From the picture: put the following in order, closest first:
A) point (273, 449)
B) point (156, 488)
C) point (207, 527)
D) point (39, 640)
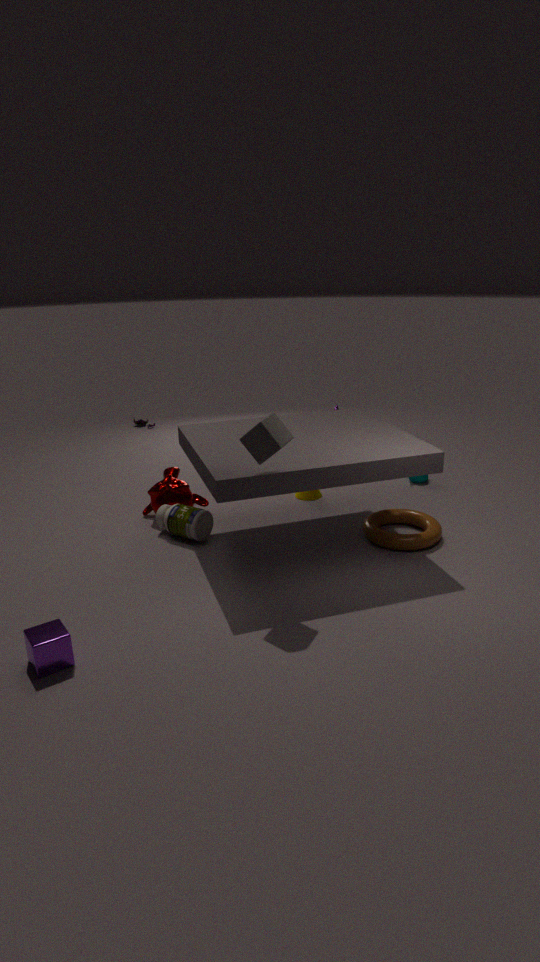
point (39, 640) → point (273, 449) → point (207, 527) → point (156, 488)
